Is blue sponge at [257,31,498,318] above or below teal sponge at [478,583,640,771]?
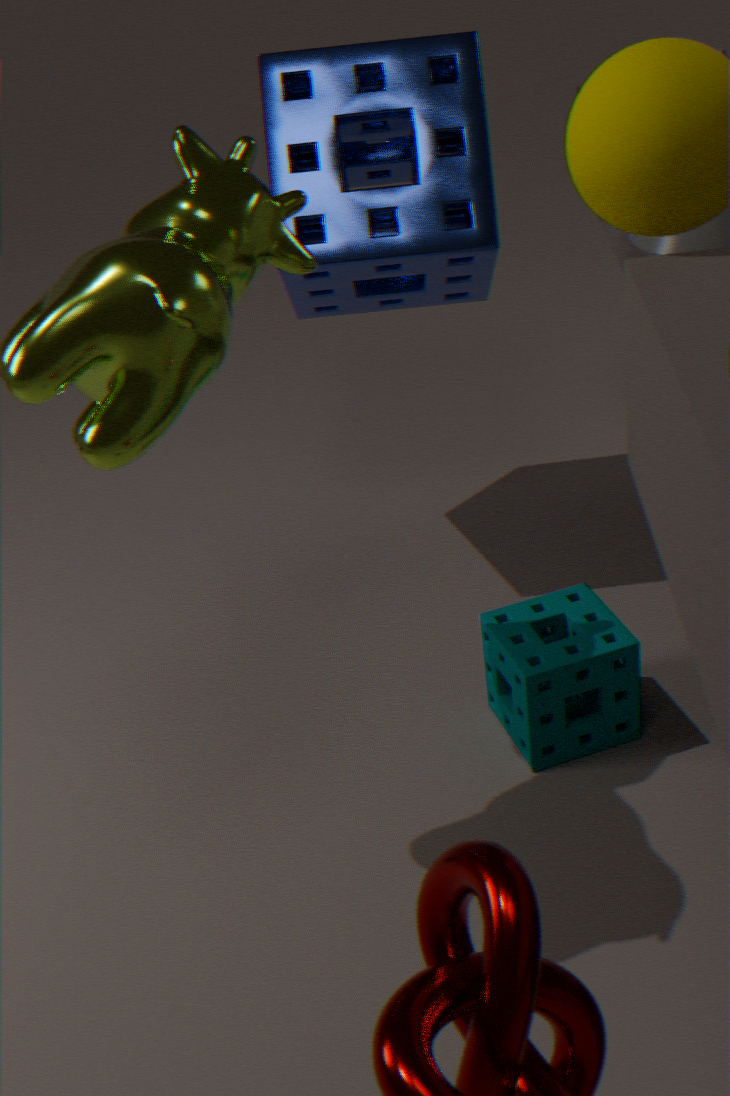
above
